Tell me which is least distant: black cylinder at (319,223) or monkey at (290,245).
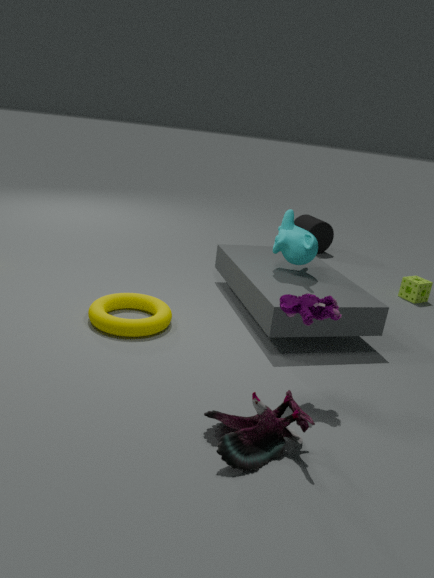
monkey at (290,245)
